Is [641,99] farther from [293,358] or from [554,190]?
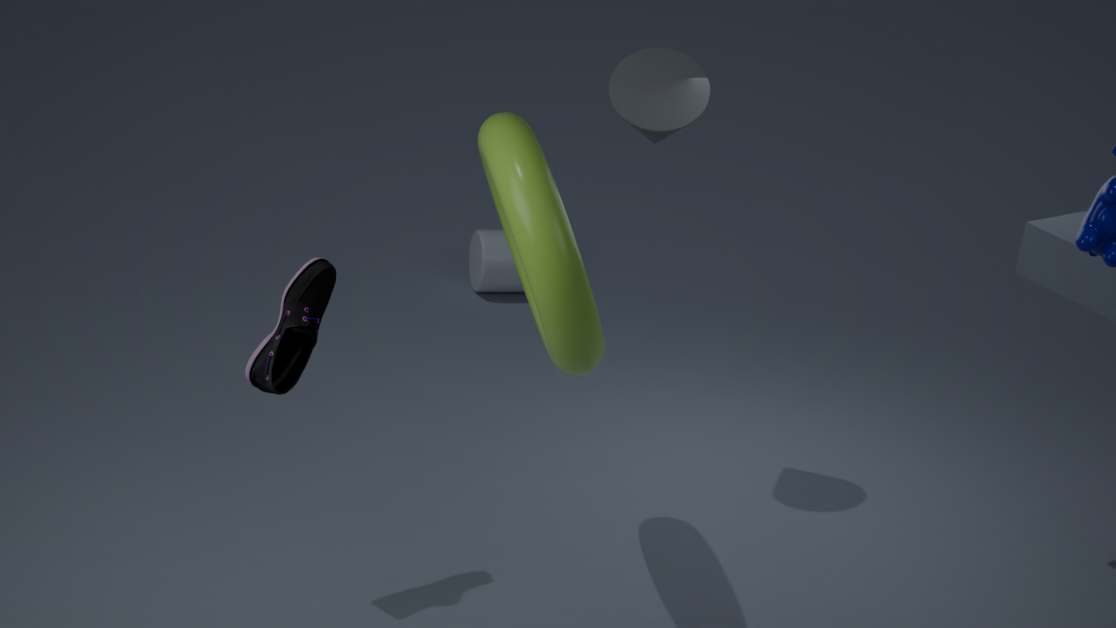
[293,358]
